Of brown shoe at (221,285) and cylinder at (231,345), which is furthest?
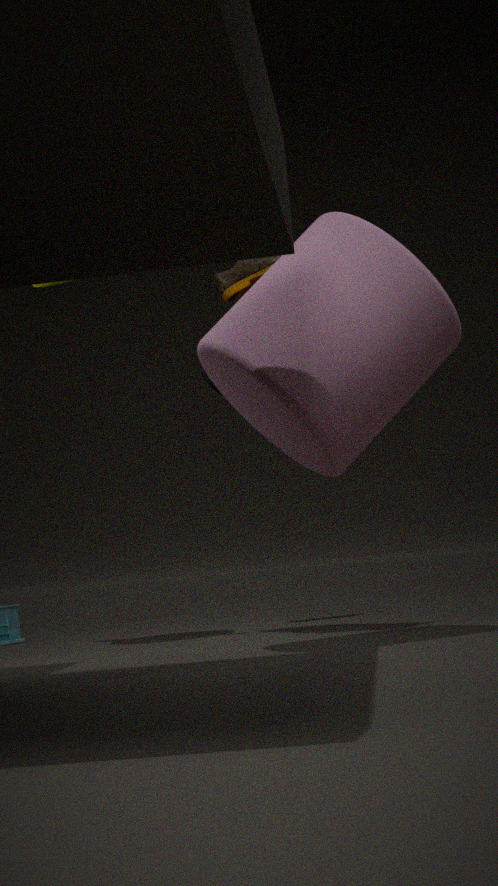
brown shoe at (221,285)
